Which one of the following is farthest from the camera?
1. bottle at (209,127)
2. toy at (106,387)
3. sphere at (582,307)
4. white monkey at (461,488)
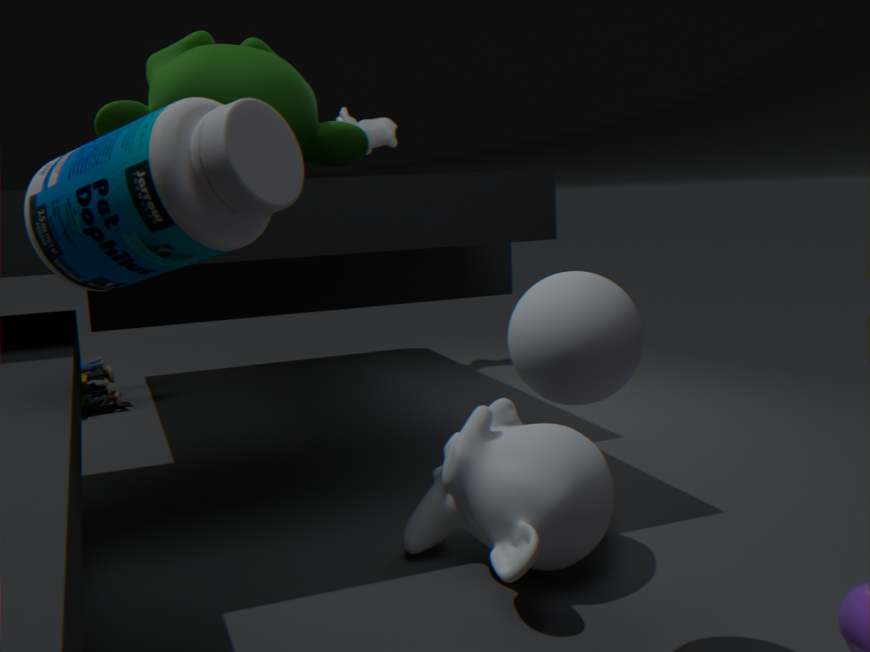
toy at (106,387)
